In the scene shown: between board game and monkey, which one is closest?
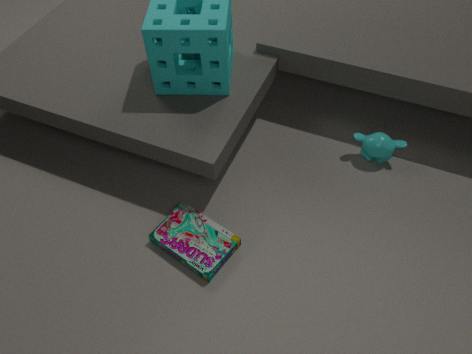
board game
